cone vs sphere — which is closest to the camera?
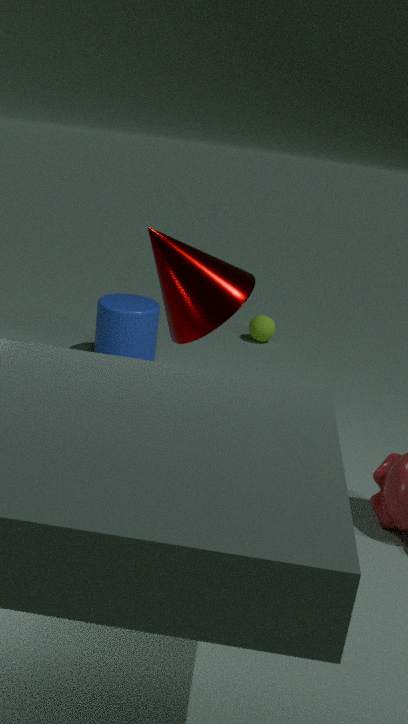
cone
